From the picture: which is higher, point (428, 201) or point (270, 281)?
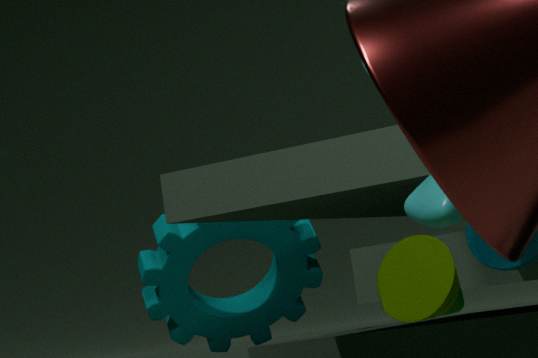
point (428, 201)
